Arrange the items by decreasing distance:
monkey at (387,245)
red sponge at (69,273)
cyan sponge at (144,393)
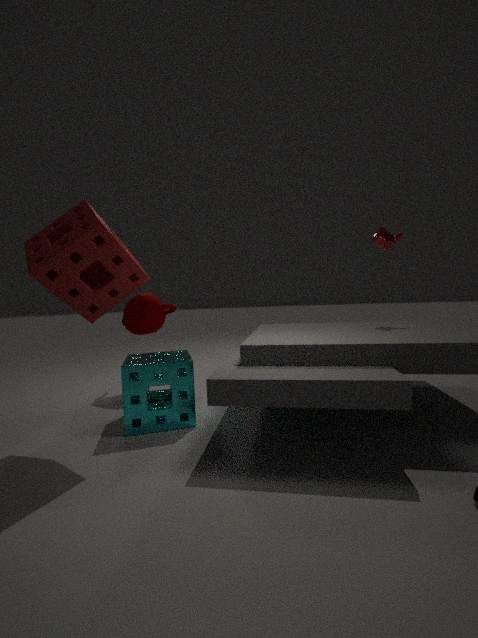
1. monkey at (387,245)
2. cyan sponge at (144,393)
3. red sponge at (69,273)
